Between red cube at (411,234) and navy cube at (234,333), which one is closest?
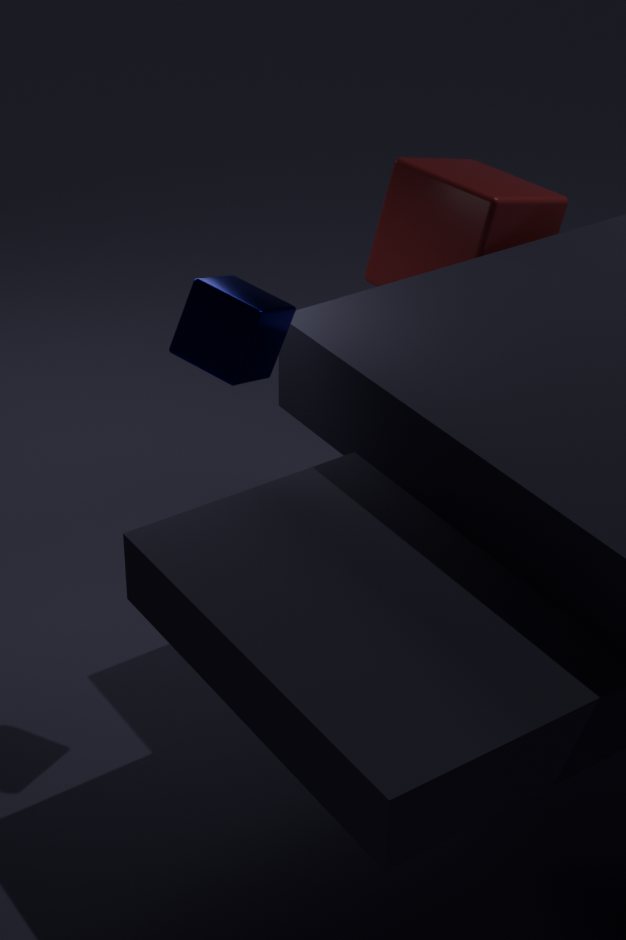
navy cube at (234,333)
